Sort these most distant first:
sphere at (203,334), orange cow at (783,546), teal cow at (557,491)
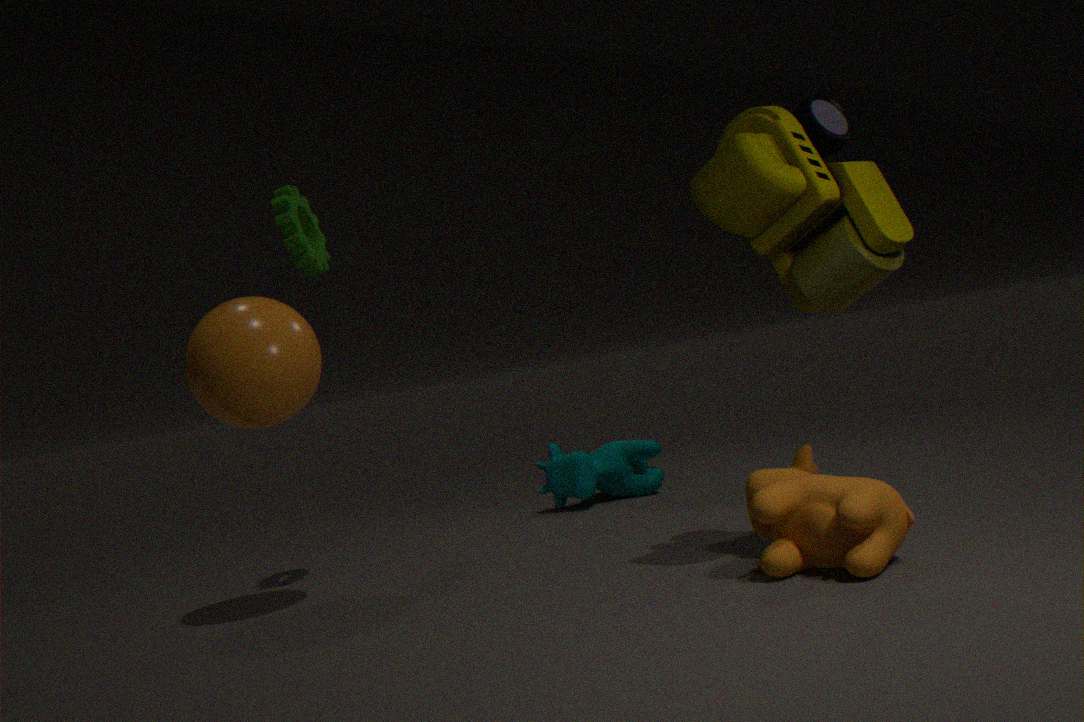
teal cow at (557,491) → sphere at (203,334) → orange cow at (783,546)
